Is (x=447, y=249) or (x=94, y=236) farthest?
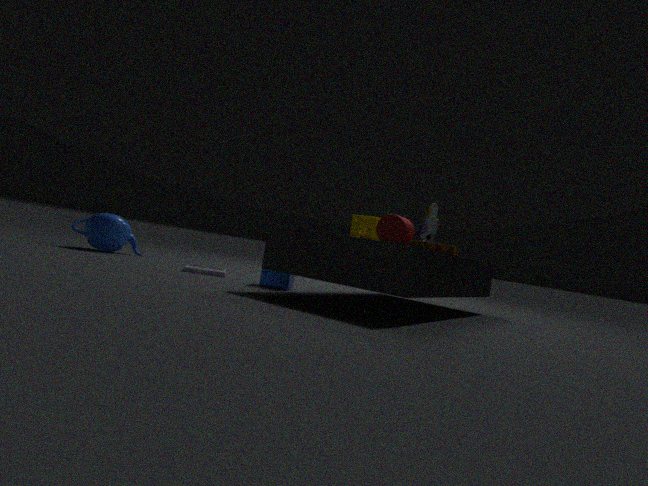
(x=94, y=236)
